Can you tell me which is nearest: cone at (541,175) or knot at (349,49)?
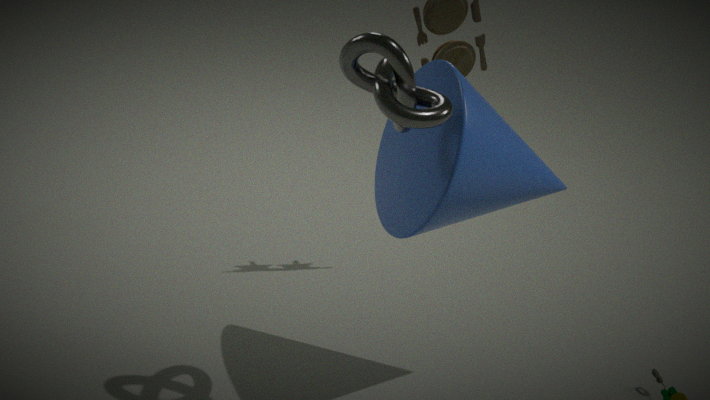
knot at (349,49)
